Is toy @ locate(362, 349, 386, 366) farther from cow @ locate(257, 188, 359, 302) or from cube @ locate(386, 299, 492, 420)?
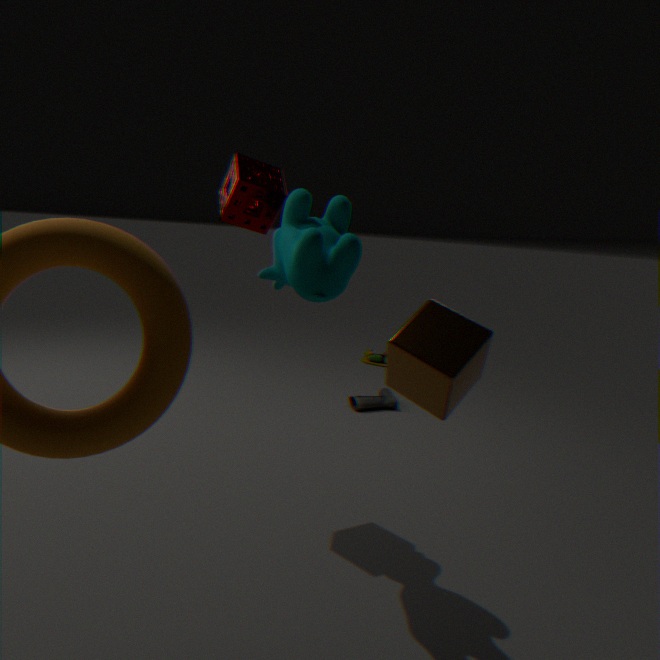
cube @ locate(386, 299, 492, 420)
